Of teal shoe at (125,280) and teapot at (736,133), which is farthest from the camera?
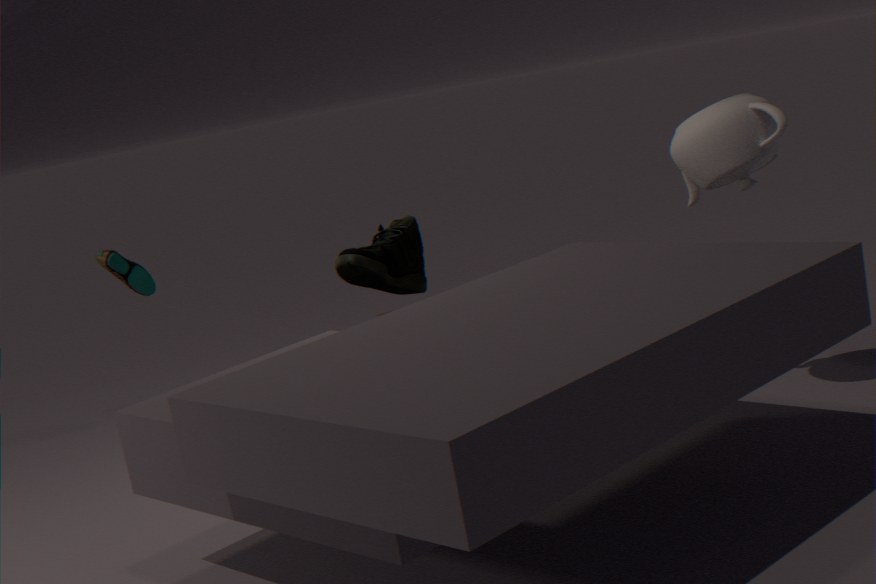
teal shoe at (125,280)
